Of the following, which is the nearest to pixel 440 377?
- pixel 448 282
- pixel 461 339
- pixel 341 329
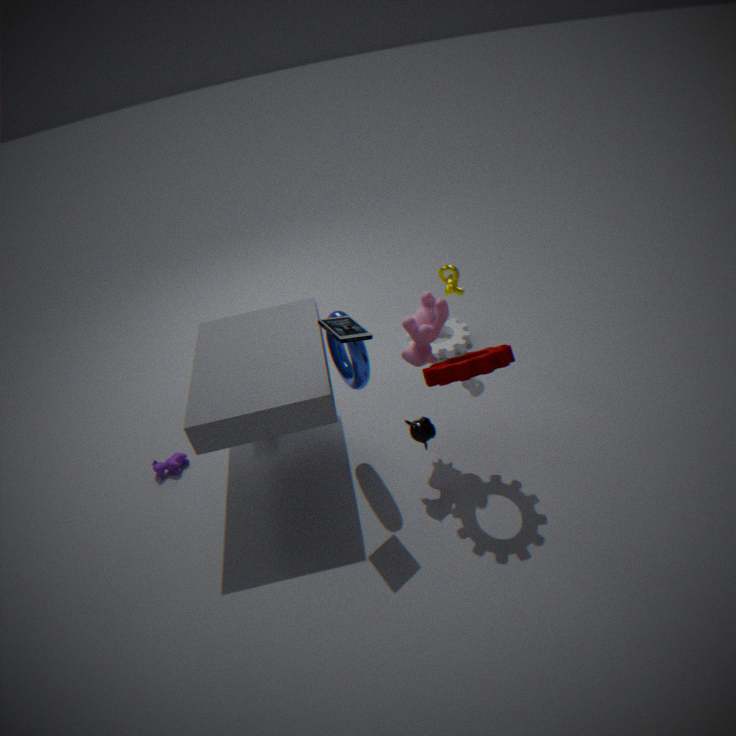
pixel 341 329
